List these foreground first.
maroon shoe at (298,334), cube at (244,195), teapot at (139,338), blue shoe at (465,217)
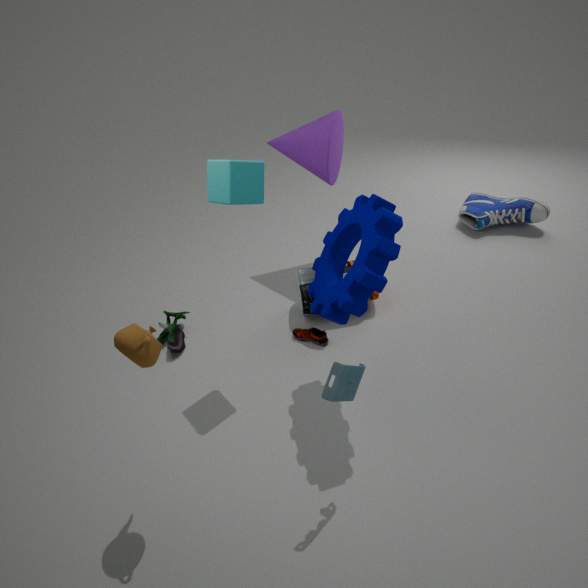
teapot at (139,338) < cube at (244,195) < maroon shoe at (298,334) < blue shoe at (465,217)
